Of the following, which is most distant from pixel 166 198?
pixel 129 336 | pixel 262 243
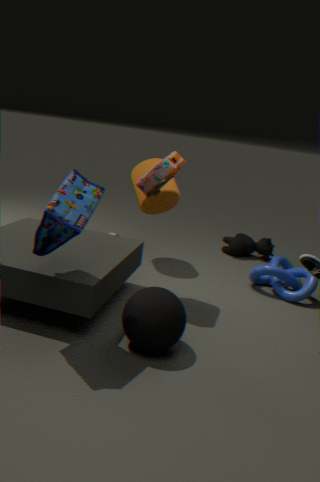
pixel 129 336
